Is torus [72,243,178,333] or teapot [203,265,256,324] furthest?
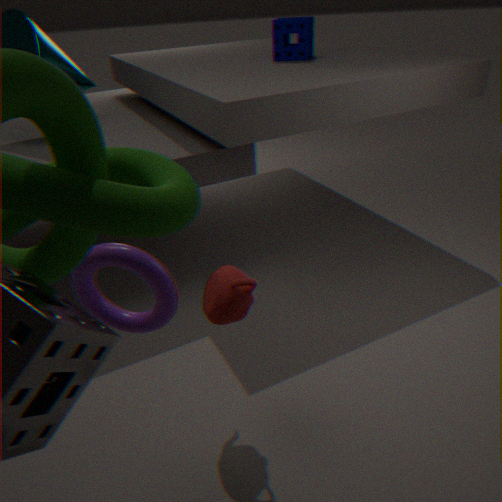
teapot [203,265,256,324]
